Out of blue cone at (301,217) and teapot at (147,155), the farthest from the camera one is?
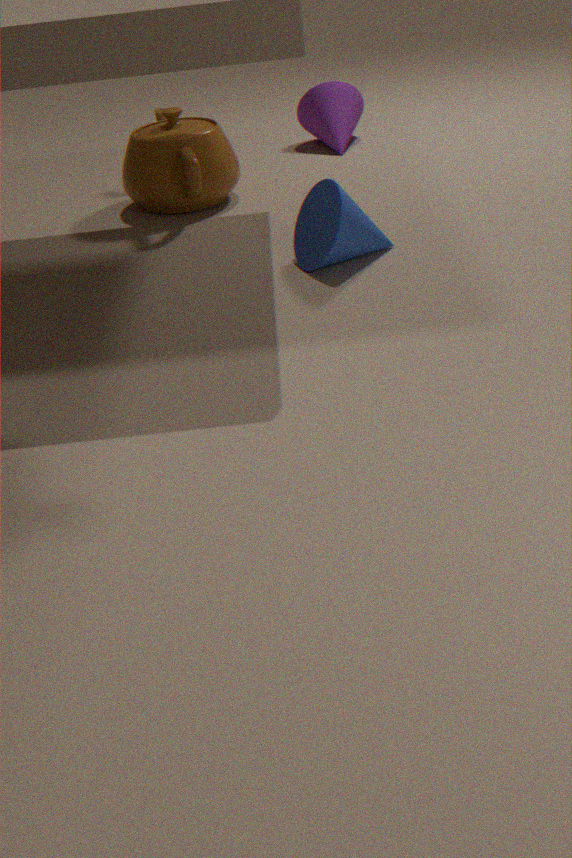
teapot at (147,155)
